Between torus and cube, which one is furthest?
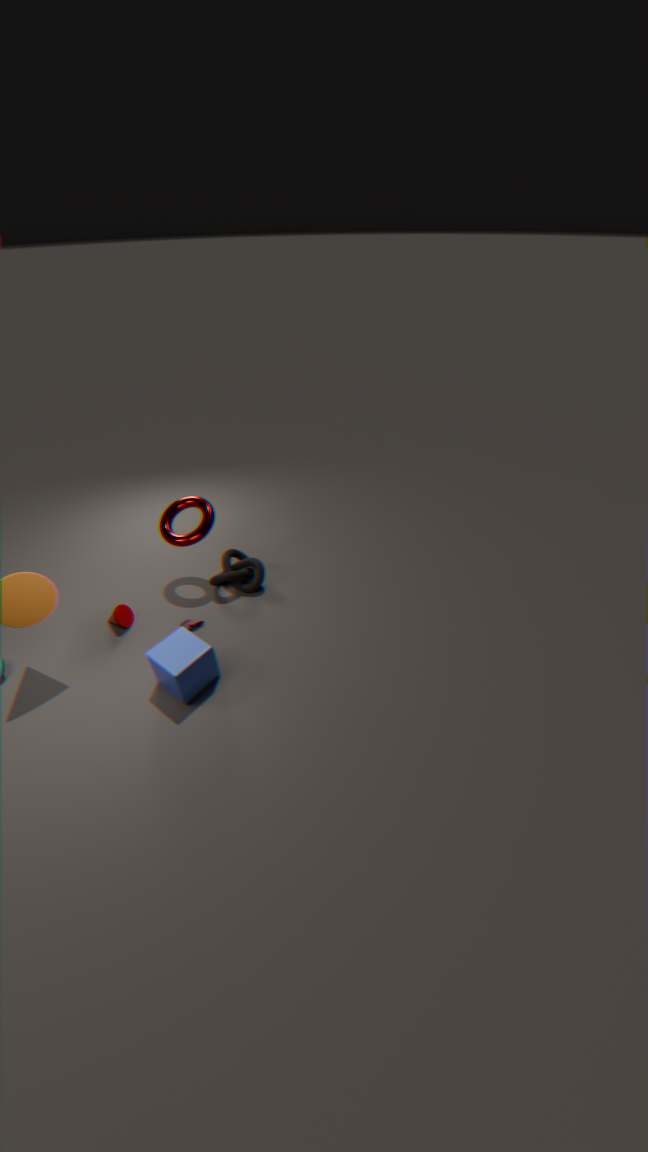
torus
